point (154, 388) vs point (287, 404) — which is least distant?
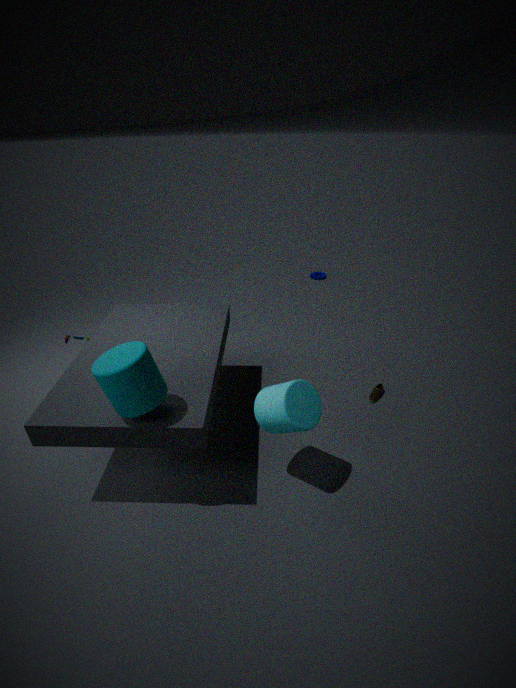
Answer: point (154, 388)
